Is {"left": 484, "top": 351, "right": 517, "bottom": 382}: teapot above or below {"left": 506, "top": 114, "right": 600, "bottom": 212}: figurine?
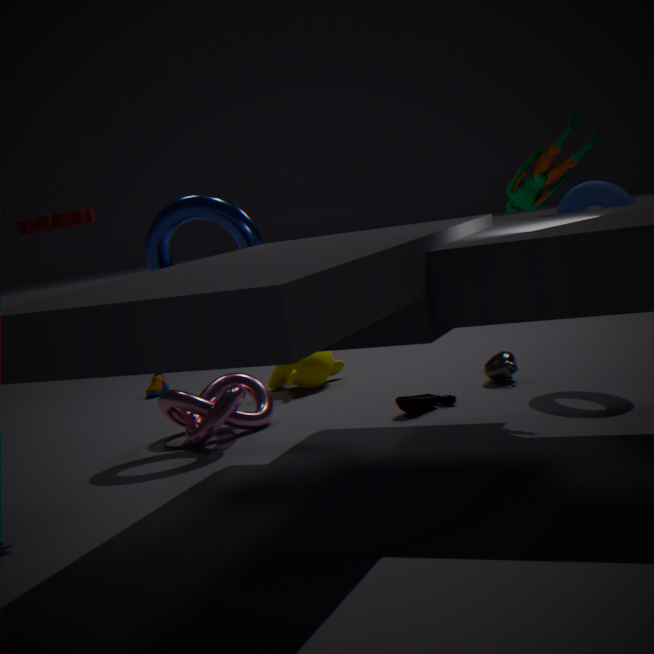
below
